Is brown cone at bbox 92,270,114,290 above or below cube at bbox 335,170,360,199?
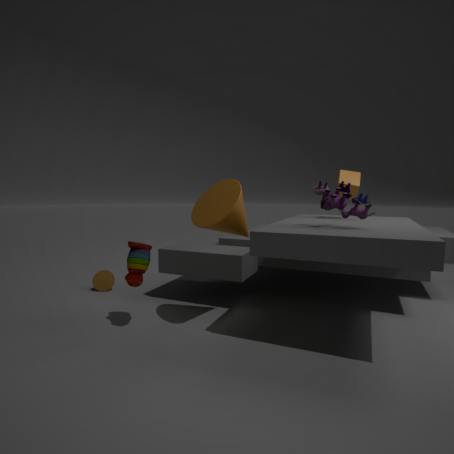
below
